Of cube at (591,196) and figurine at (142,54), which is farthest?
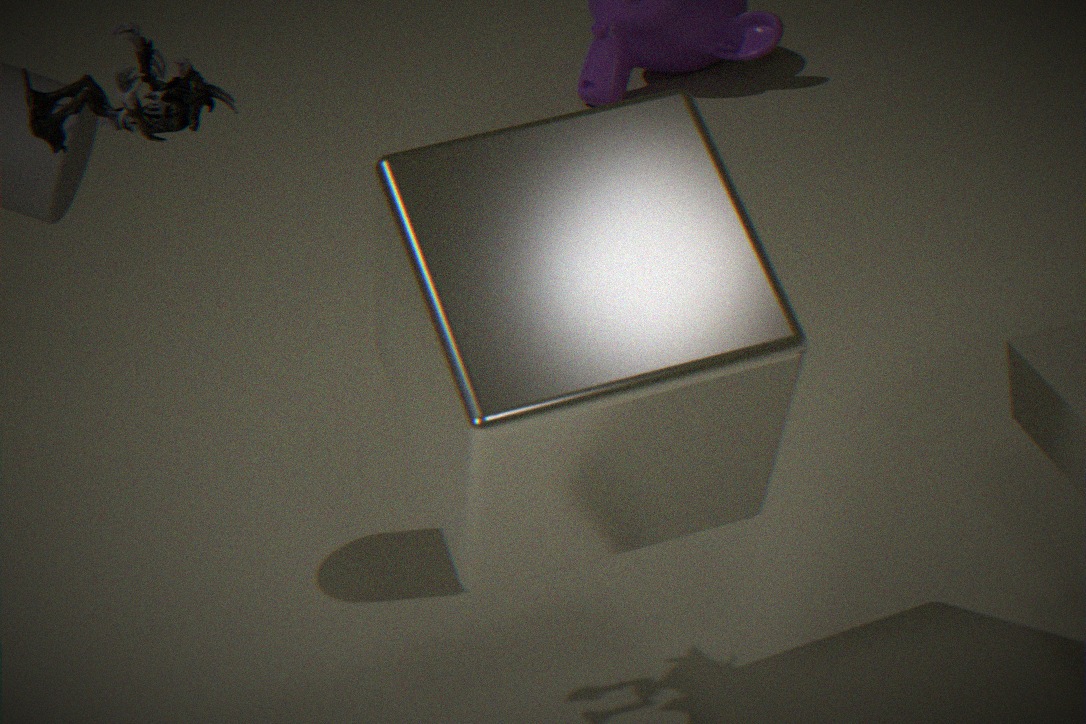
figurine at (142,54)
